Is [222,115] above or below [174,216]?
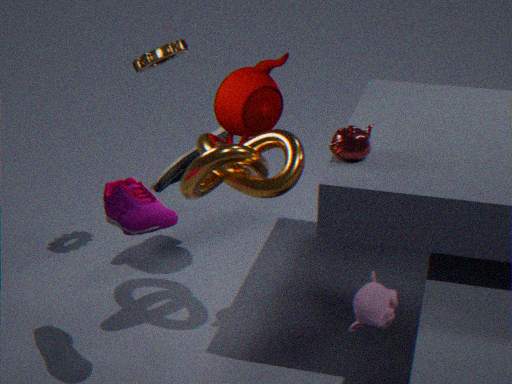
above
